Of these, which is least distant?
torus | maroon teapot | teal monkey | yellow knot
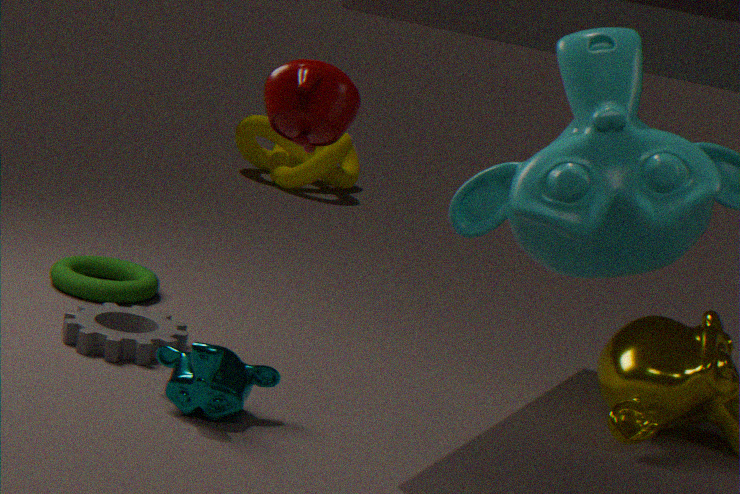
maroon teapot
